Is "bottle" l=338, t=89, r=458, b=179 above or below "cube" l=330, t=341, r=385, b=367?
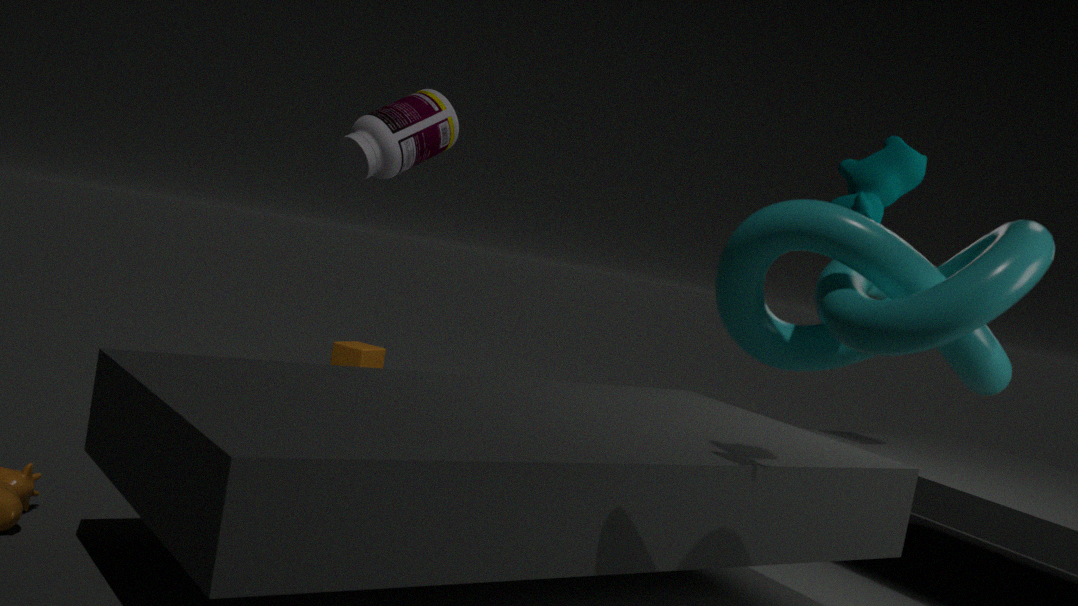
above
